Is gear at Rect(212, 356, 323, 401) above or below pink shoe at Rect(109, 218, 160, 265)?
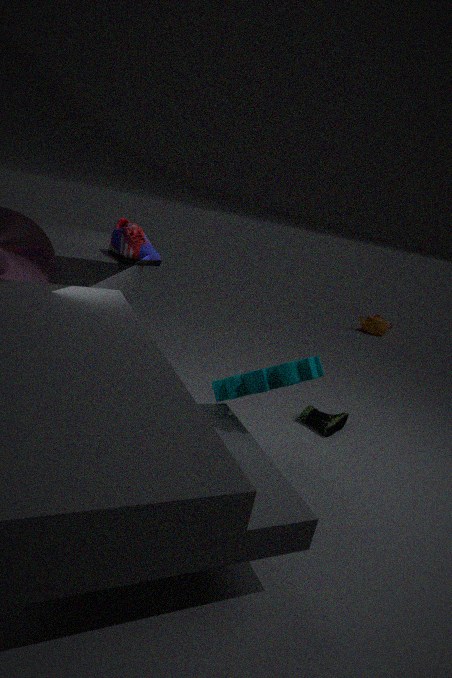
below
